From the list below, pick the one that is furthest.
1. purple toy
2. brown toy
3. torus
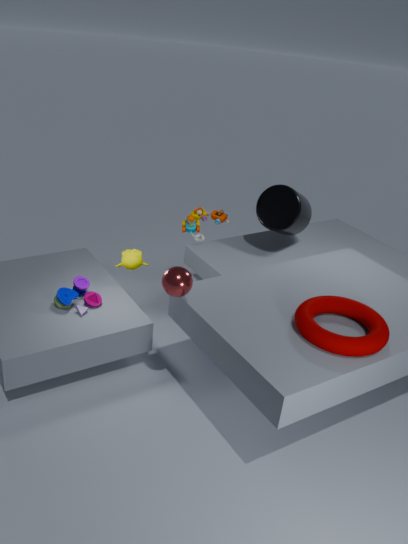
brown toy
